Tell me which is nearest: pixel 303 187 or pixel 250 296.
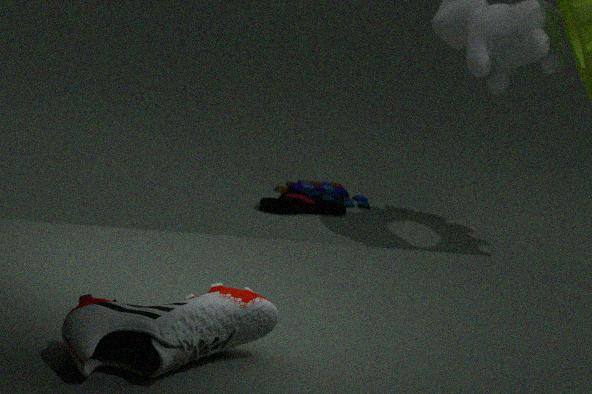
pixel 250 296
